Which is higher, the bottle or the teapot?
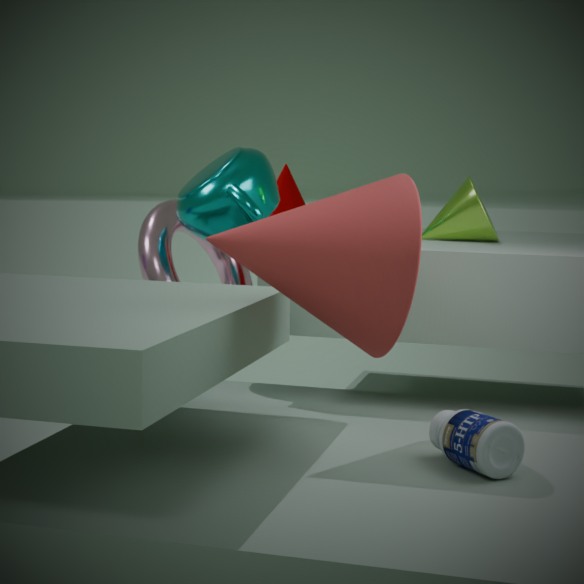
the teapot
